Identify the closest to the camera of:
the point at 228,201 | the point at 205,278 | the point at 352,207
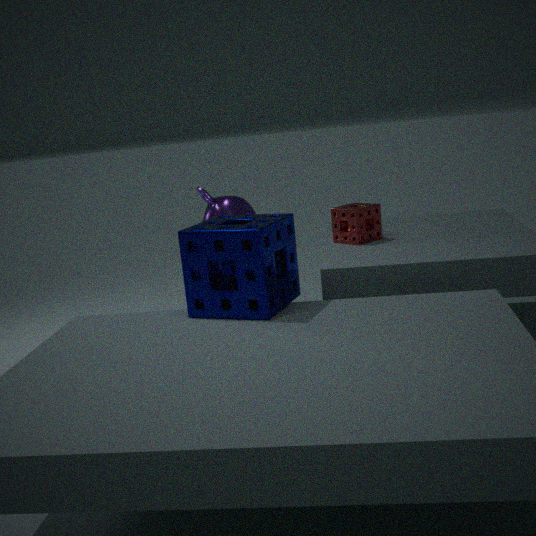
the point at 205,278
